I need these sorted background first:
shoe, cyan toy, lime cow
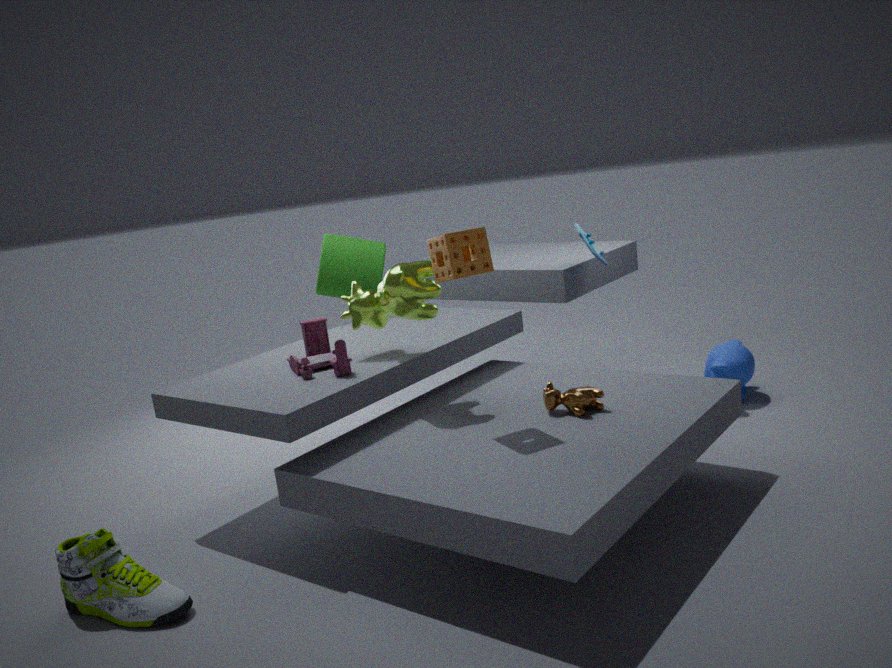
cyan toy, lime cow, shoe
